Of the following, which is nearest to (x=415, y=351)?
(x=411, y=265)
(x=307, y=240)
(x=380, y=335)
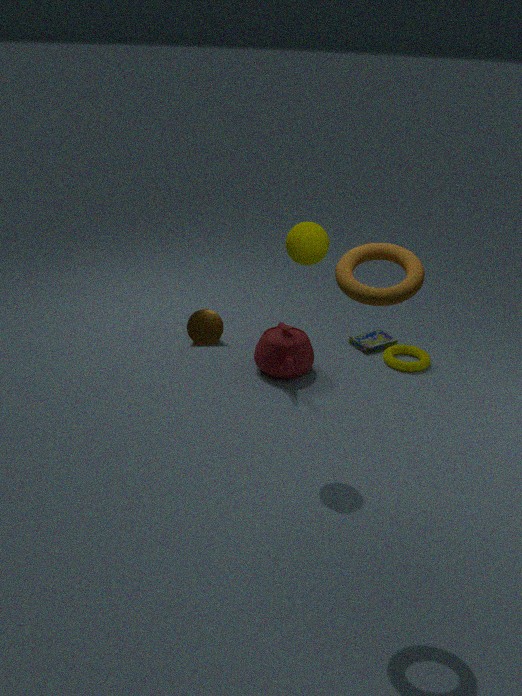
(x=380, y=335)
